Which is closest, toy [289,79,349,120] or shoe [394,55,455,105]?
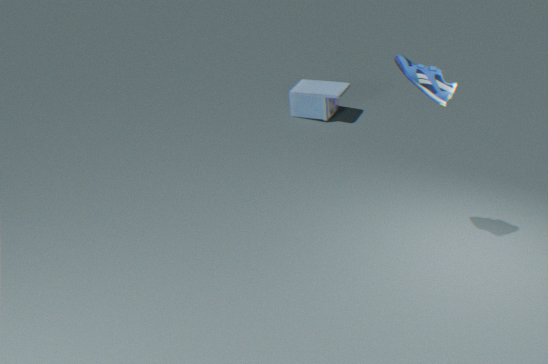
shoe [394,55,455,105]
